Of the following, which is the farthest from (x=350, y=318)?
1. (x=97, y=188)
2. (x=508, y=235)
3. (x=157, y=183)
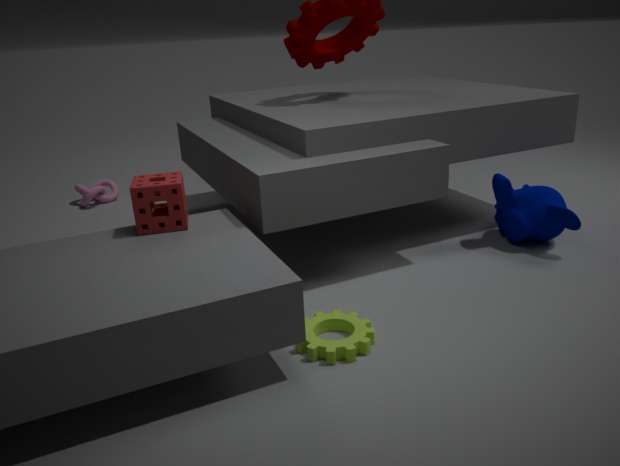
(x=97, y=188)
